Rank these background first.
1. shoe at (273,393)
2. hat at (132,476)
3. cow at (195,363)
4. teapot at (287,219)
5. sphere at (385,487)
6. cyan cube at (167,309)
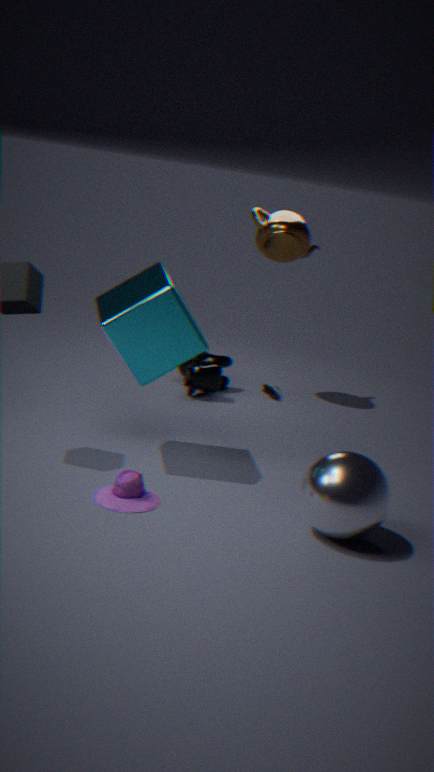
shoe at (273,393) → teapot at (287,219) → cow at (195,363) → cyan cube at (167,309) → hat at (132,476) → sphere at (385,487)
